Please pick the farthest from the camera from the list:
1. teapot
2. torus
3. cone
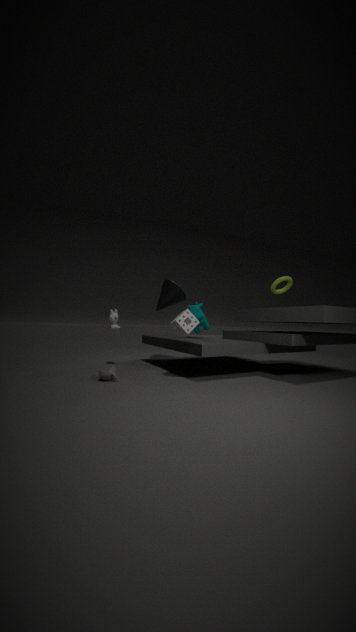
cone
